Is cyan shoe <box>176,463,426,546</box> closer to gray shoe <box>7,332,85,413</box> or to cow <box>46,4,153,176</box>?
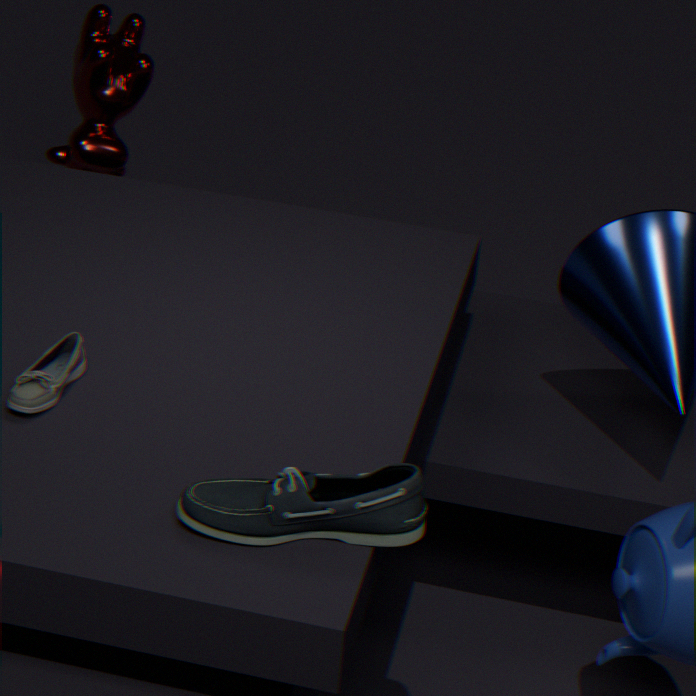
gray shoe <box>7,332,85,413</box>
